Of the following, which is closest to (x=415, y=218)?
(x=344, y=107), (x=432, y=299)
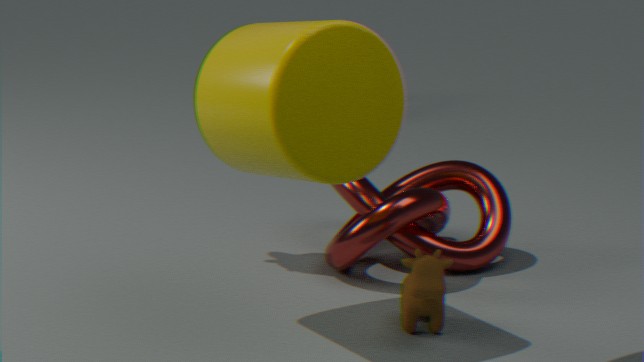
(x=432, y=299)
